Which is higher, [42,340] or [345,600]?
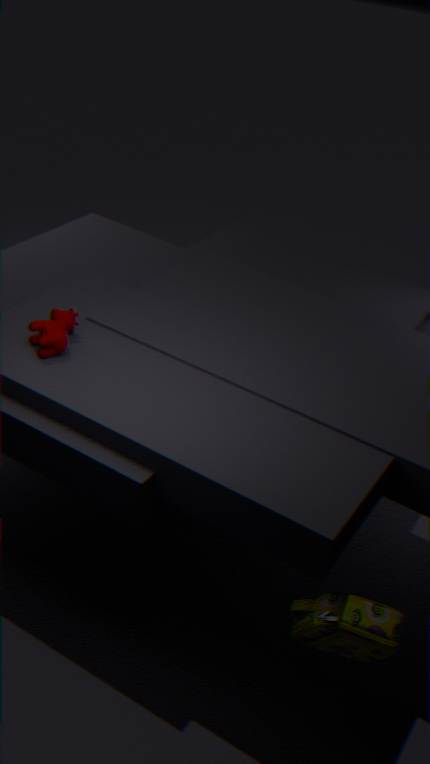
[42,340]
